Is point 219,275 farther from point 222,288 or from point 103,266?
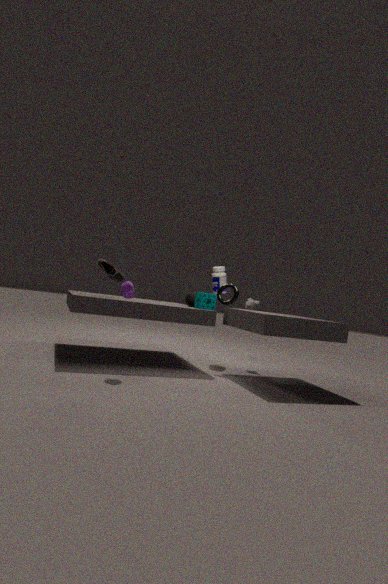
point 103,266
